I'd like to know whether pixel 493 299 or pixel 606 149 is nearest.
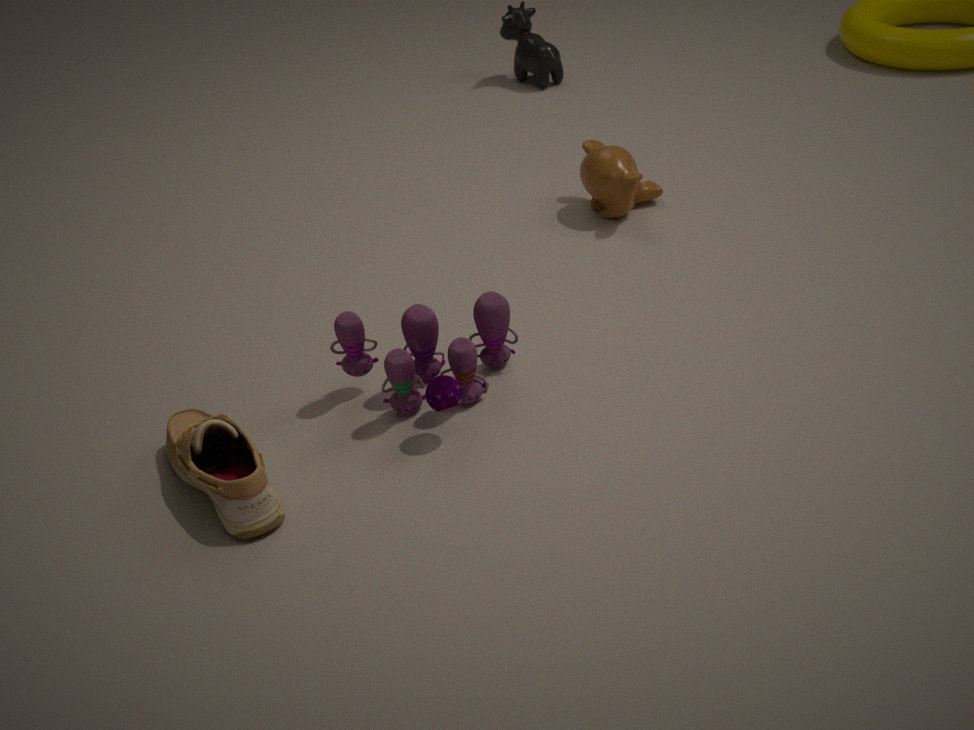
pixel 493 299
